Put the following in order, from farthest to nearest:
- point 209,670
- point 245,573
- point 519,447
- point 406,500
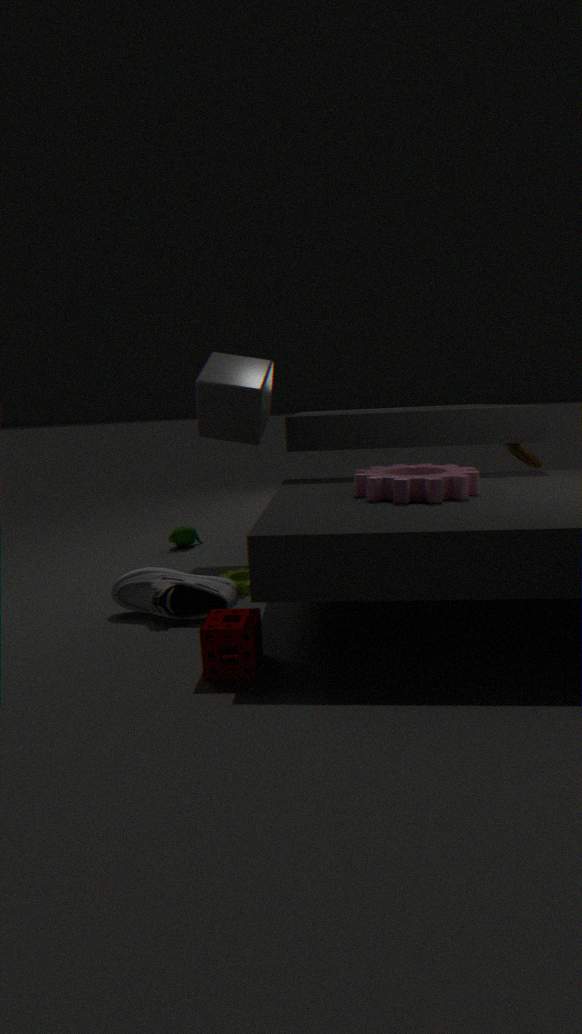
point 519,447 < point 245,573 < point 406,500 < point 209,670
